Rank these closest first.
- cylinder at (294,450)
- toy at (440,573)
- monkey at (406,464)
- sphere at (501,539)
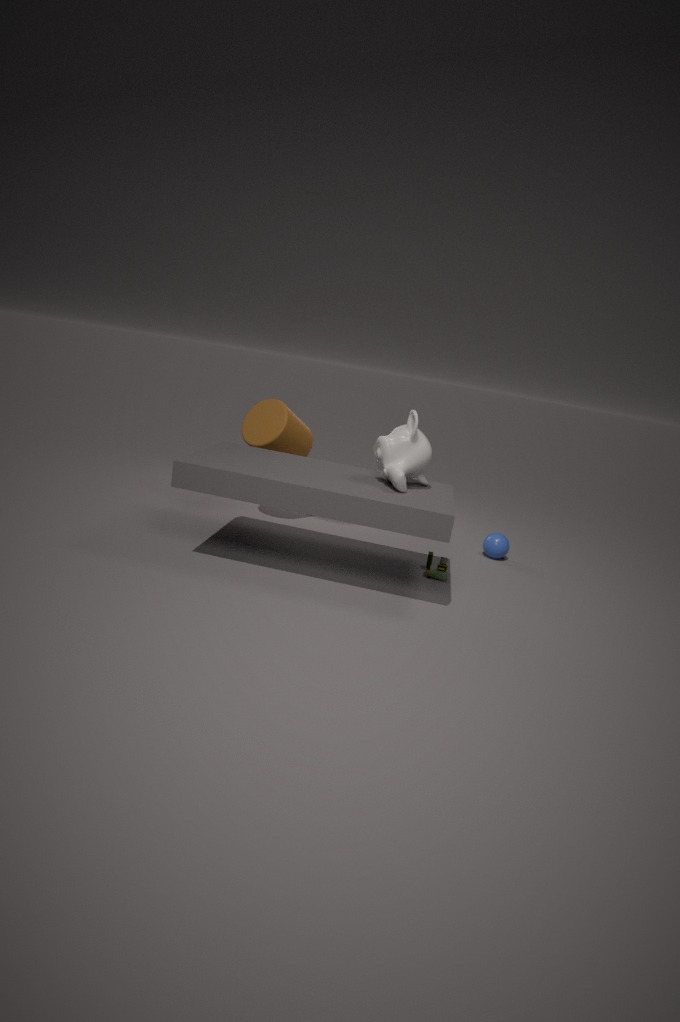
1. monkey at (406,464)
2. toy at (440,573)
3. cylinder at (294,450)
4. sphere at (501,539)
